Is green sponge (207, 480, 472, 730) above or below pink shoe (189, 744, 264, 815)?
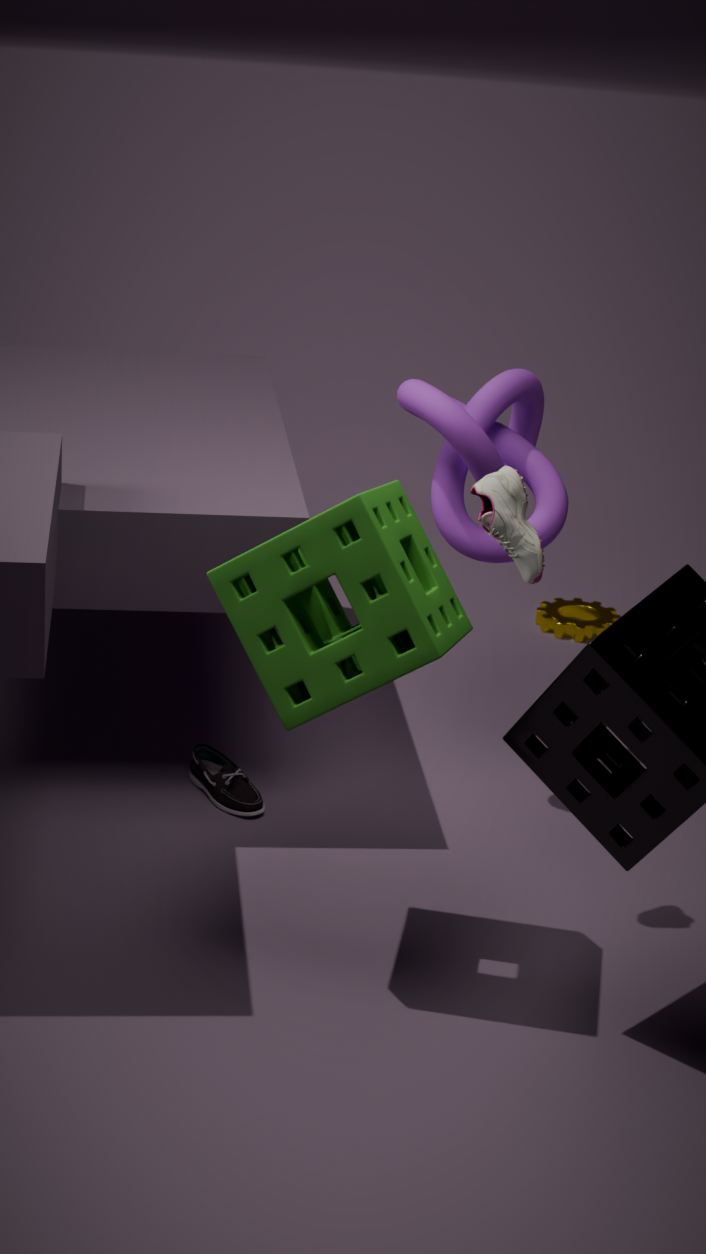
above
